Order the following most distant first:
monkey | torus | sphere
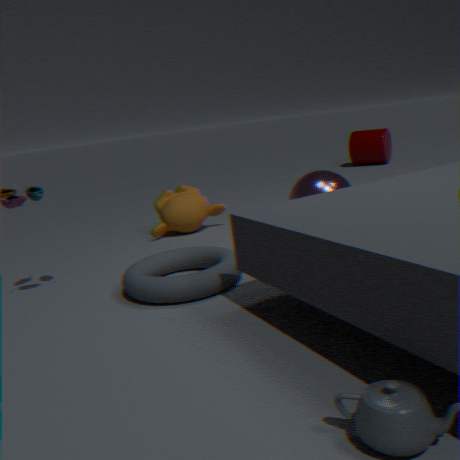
monkey < sphere < torus
